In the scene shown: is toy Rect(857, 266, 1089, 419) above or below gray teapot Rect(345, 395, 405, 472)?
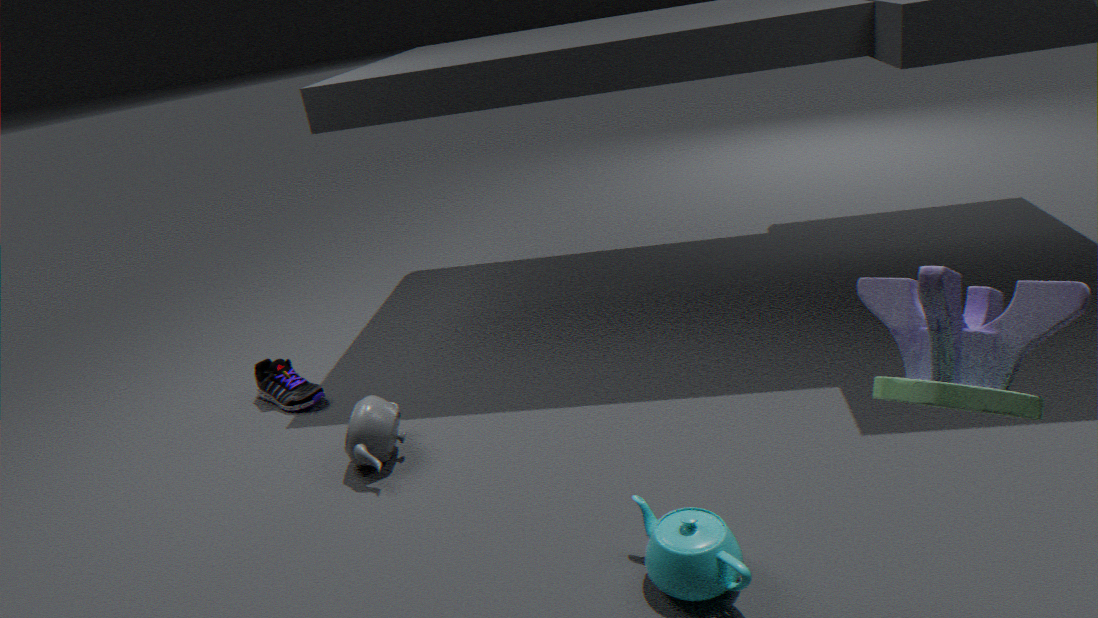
above
